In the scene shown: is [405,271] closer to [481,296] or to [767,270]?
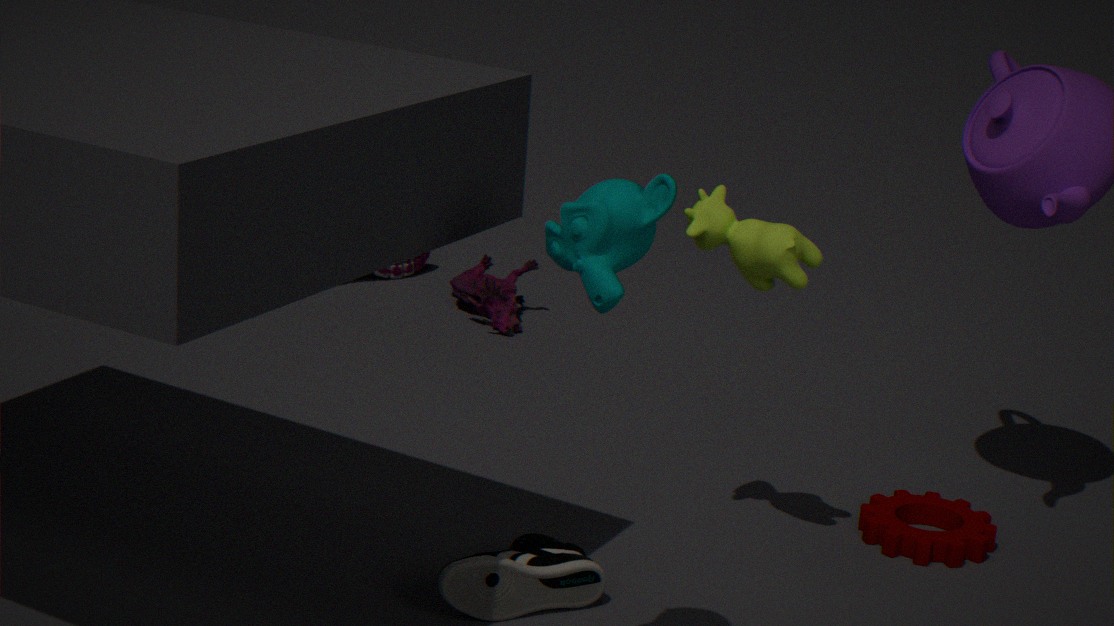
[481,296]
